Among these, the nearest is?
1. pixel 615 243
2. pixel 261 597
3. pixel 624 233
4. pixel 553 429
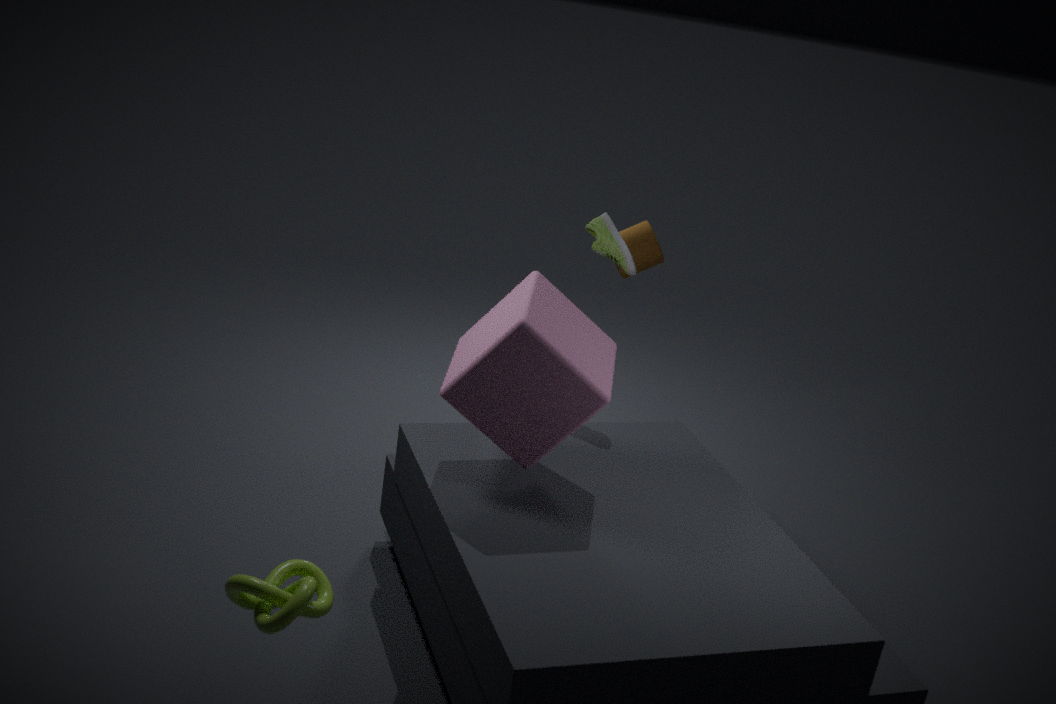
pixel 261 597
